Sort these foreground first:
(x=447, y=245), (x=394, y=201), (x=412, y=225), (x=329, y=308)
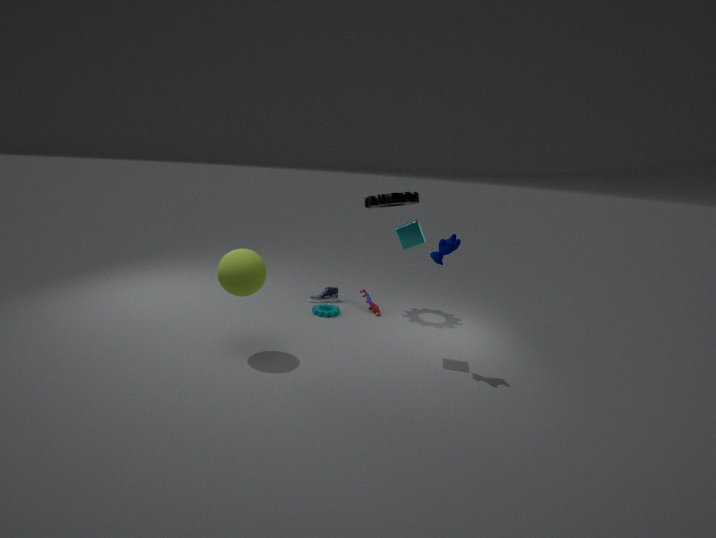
(x=447, y=245) → (x=412, y=225) → (x=394, y=201) → (x=329, y=308)
